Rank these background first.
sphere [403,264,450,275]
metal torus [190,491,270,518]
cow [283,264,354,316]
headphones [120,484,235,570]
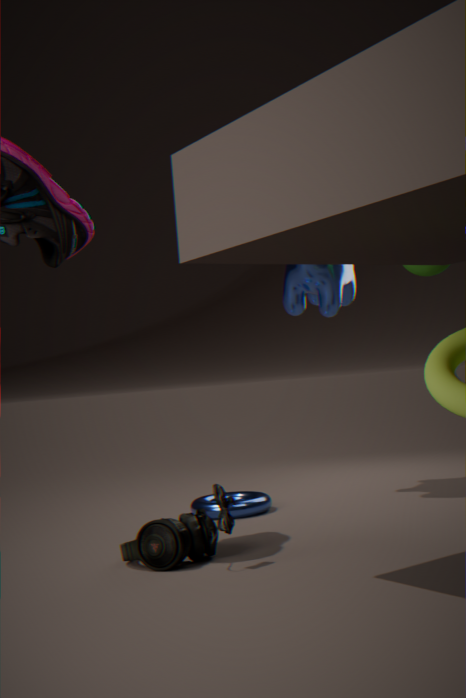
cow [283,264,354,316] < metal torus [190,491,270,518] < sphere [403,264,450,275] < headphones [120,484,235,570]
